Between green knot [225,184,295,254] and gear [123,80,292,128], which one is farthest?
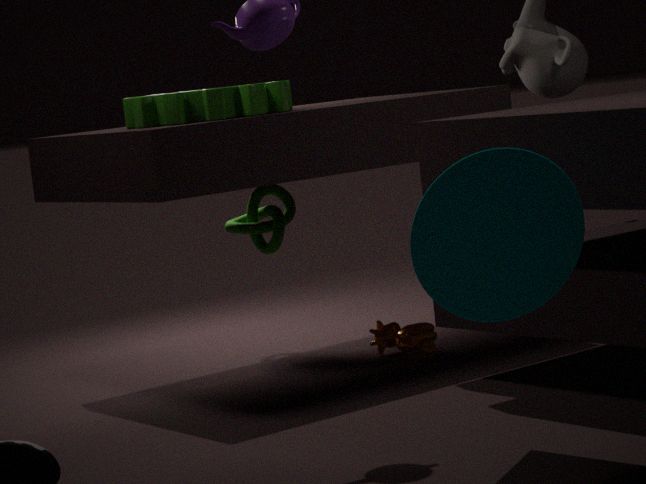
green knot [225,184,295,254]
